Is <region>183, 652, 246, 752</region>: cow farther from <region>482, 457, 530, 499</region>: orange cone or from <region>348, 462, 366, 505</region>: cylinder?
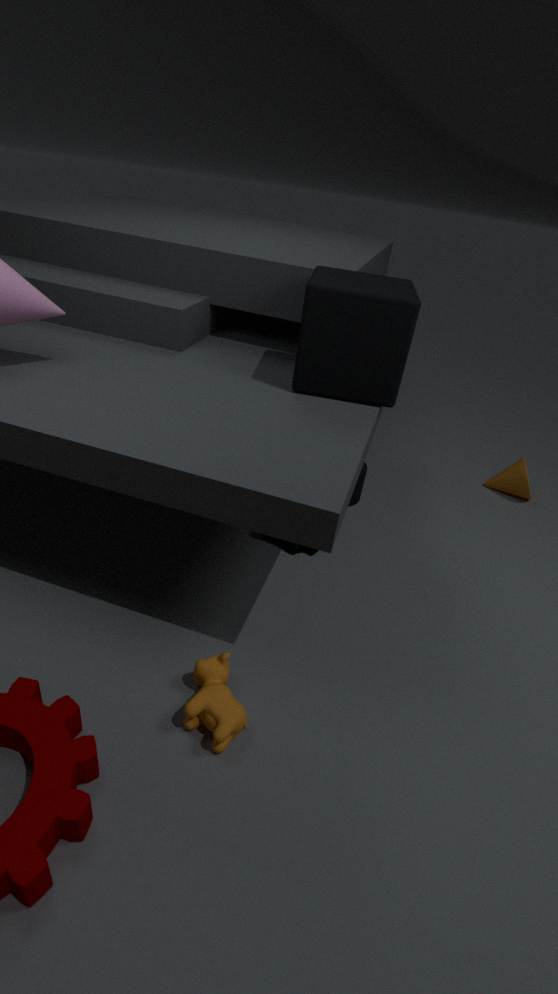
<region>482, 457, 530, 499</region>: orange cone
